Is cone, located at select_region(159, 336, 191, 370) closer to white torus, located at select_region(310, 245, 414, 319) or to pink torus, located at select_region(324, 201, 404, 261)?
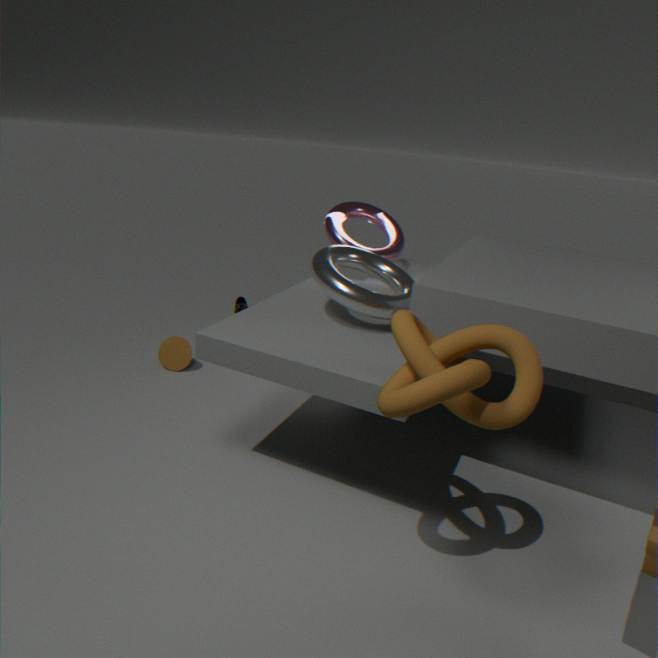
pink torus, located at select_region(324, 201, 404, 261)
